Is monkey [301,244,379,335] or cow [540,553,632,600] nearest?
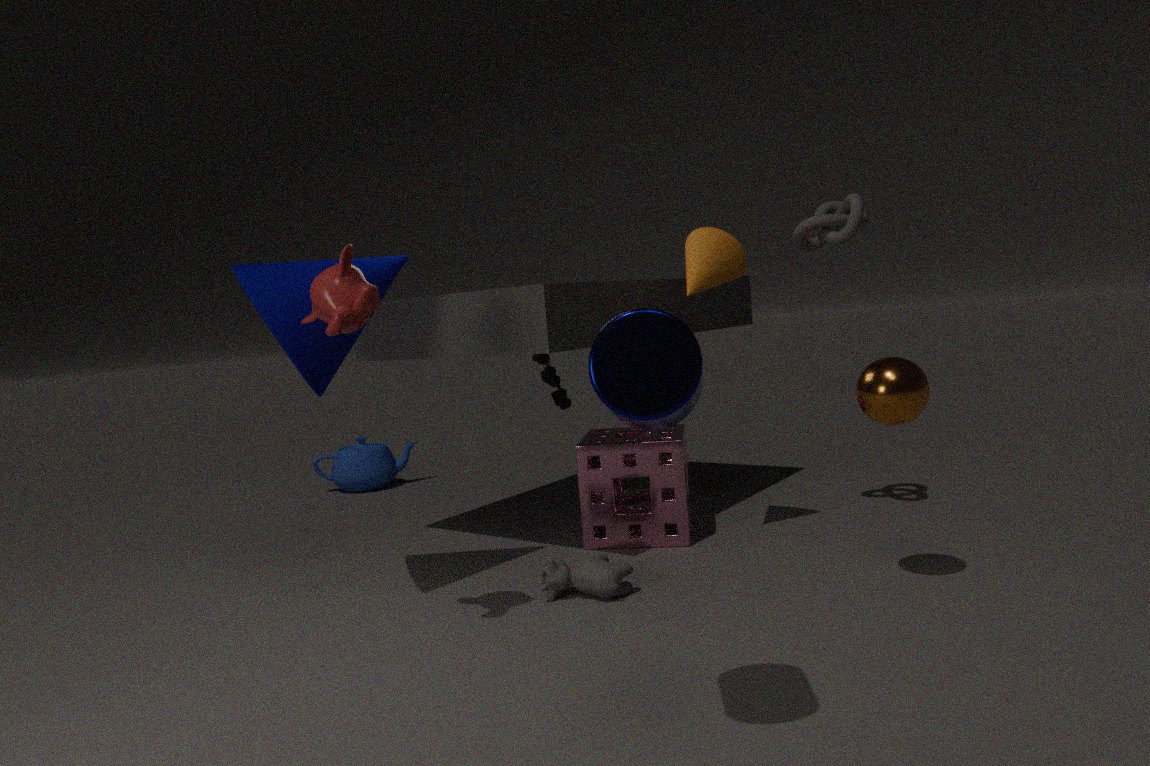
monkey [301,244,379,335]
